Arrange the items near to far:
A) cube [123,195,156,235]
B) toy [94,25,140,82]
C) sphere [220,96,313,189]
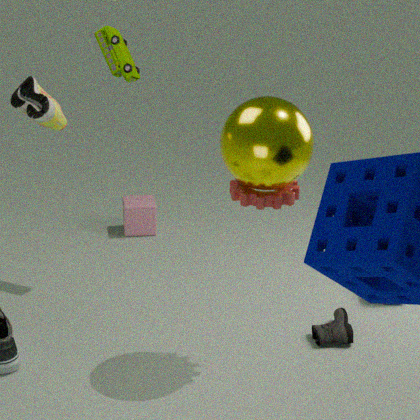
sphere [220,96,313,189] < toy [94,25,140,82] < cube [123,195,156,235]
